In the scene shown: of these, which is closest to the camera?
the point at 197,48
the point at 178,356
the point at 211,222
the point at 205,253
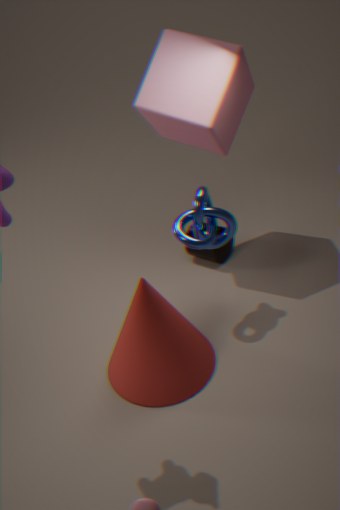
the point at 178,356
